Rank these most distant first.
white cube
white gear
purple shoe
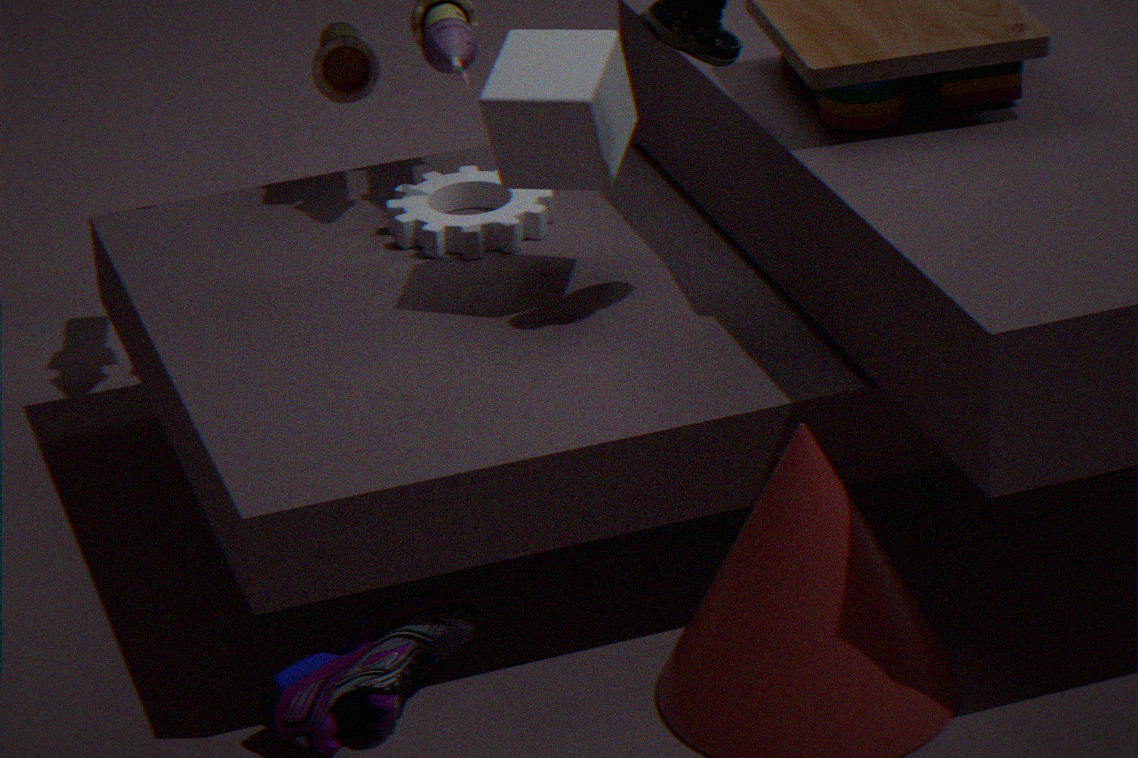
white gear → white cube → purple shoe
